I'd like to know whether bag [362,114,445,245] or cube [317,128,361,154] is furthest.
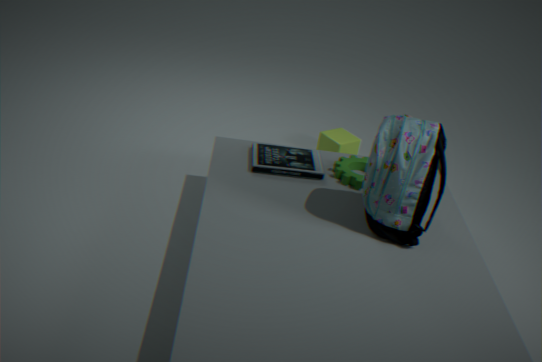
cube [317,128,361,154]
